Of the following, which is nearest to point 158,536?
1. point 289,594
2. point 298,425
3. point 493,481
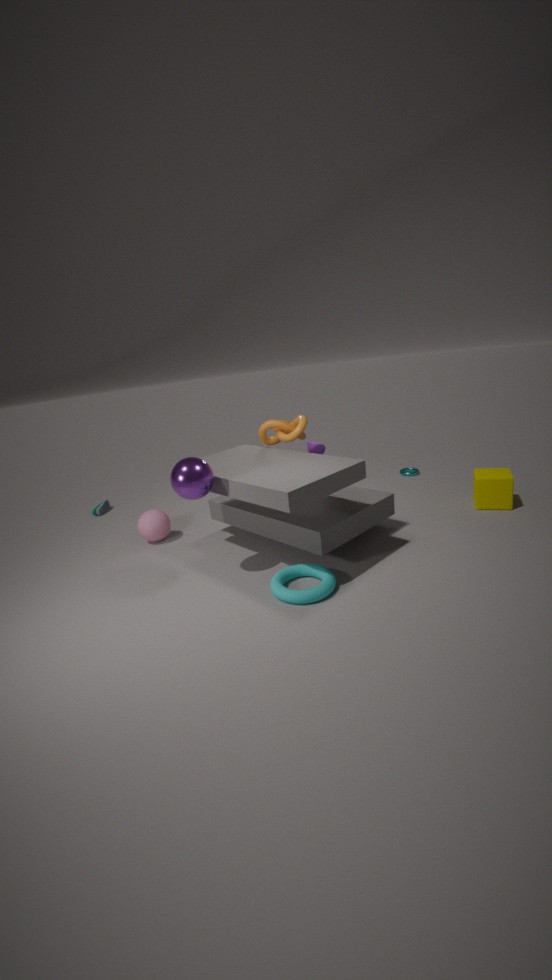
point 298,425
